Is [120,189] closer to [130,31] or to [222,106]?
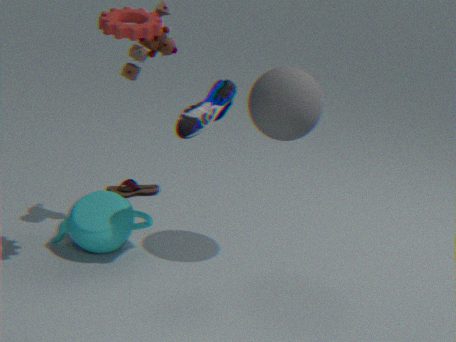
[222,106]
